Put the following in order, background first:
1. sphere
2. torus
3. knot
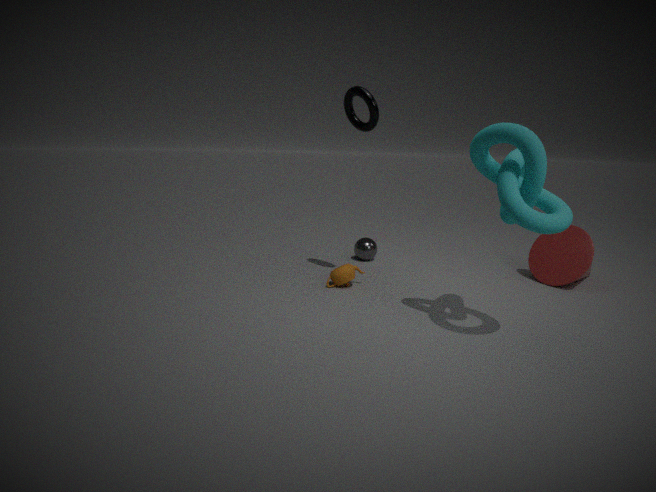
sphere, torus, knot
